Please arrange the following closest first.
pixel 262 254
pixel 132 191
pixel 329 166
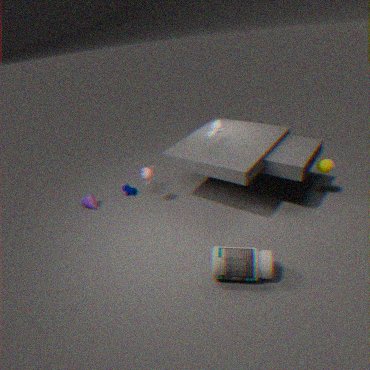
pixel 262 254
pixel 329 166
pixel 132 191
